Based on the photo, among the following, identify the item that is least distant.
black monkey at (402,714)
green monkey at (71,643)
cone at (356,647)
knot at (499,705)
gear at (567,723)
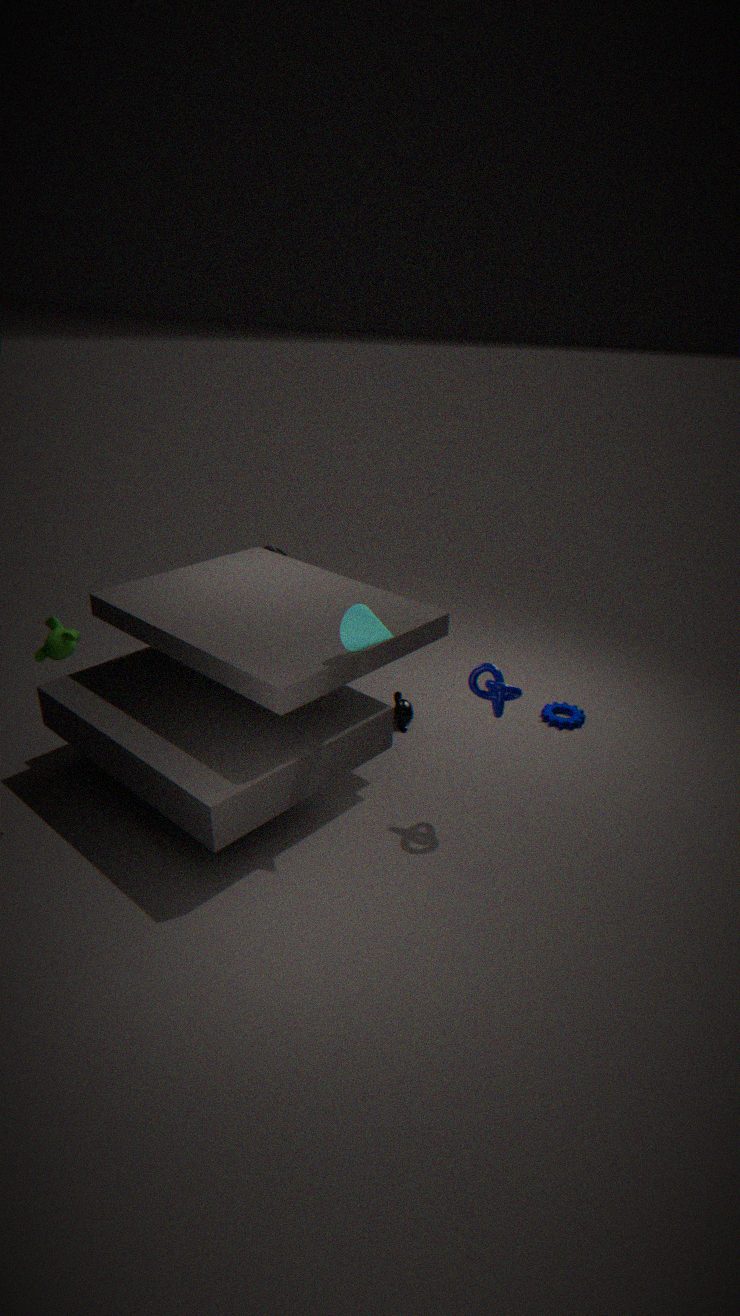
cone at (356,647)
